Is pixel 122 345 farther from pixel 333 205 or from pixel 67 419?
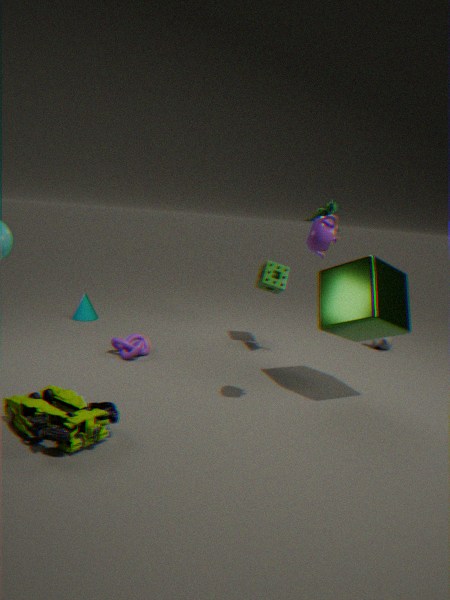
pixel 333 205
